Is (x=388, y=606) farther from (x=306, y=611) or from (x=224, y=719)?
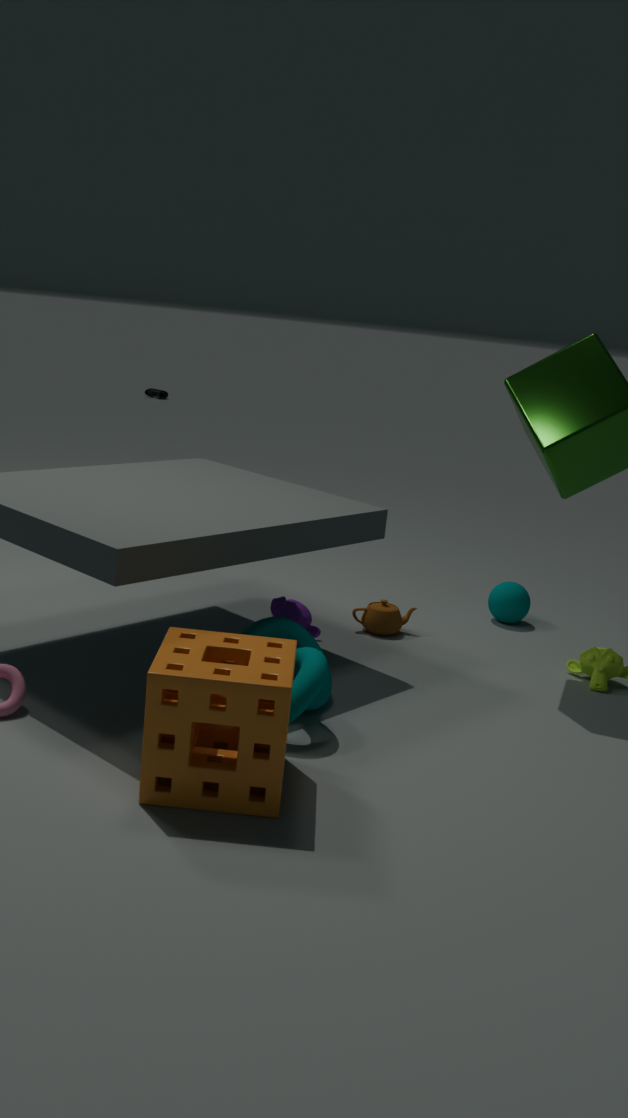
(x=224, y=719)
